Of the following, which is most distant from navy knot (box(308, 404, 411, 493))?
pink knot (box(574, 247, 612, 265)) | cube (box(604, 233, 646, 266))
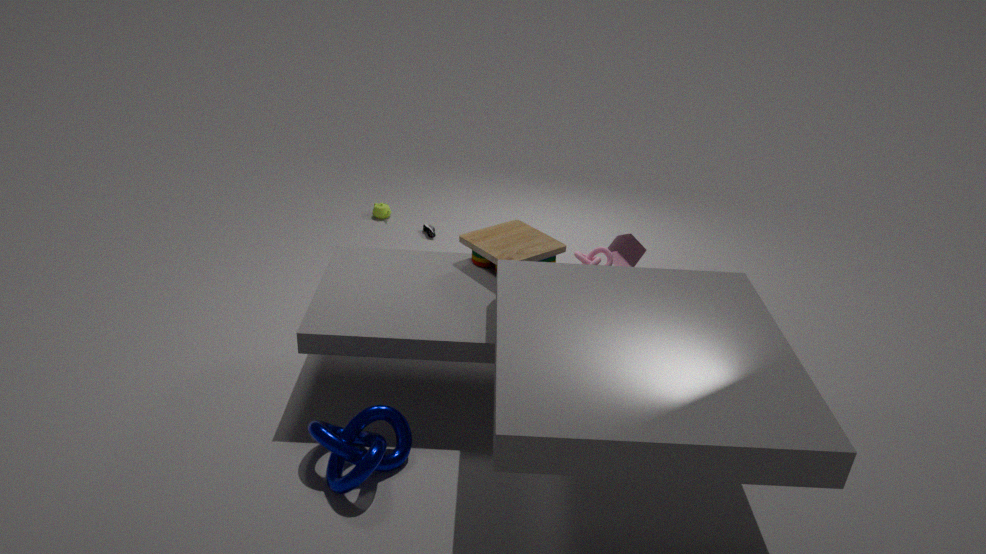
cube (box(604, 233, 646, 266))
